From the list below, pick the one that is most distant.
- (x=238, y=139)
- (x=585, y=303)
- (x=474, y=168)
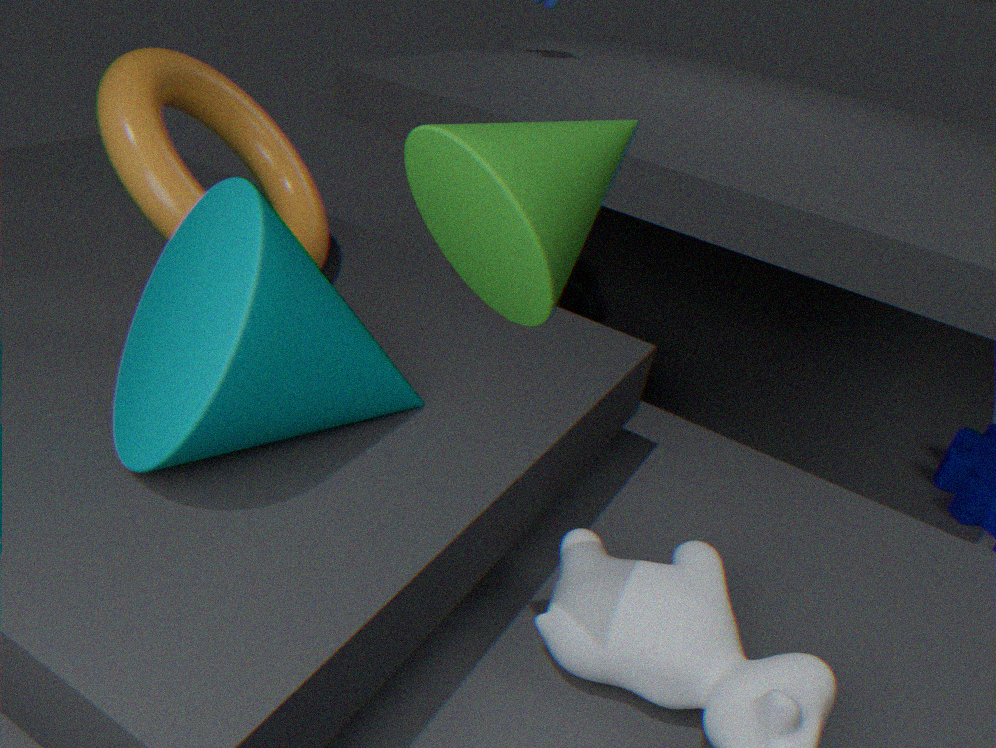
(x=585, y=303)
